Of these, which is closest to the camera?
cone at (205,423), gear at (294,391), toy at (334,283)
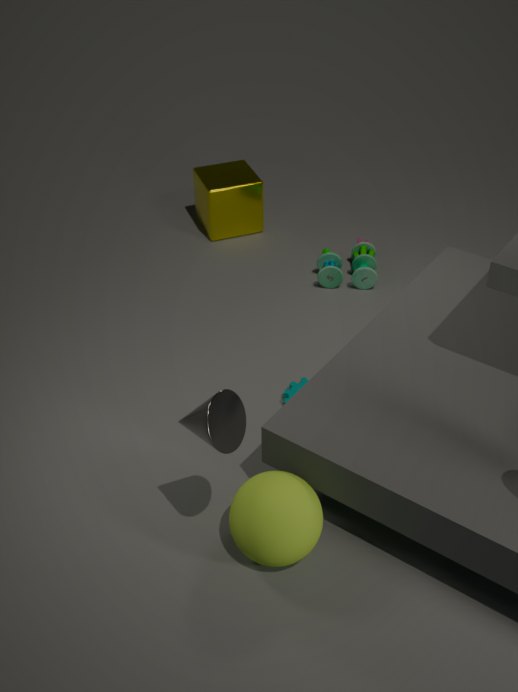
cone at (205,423)
